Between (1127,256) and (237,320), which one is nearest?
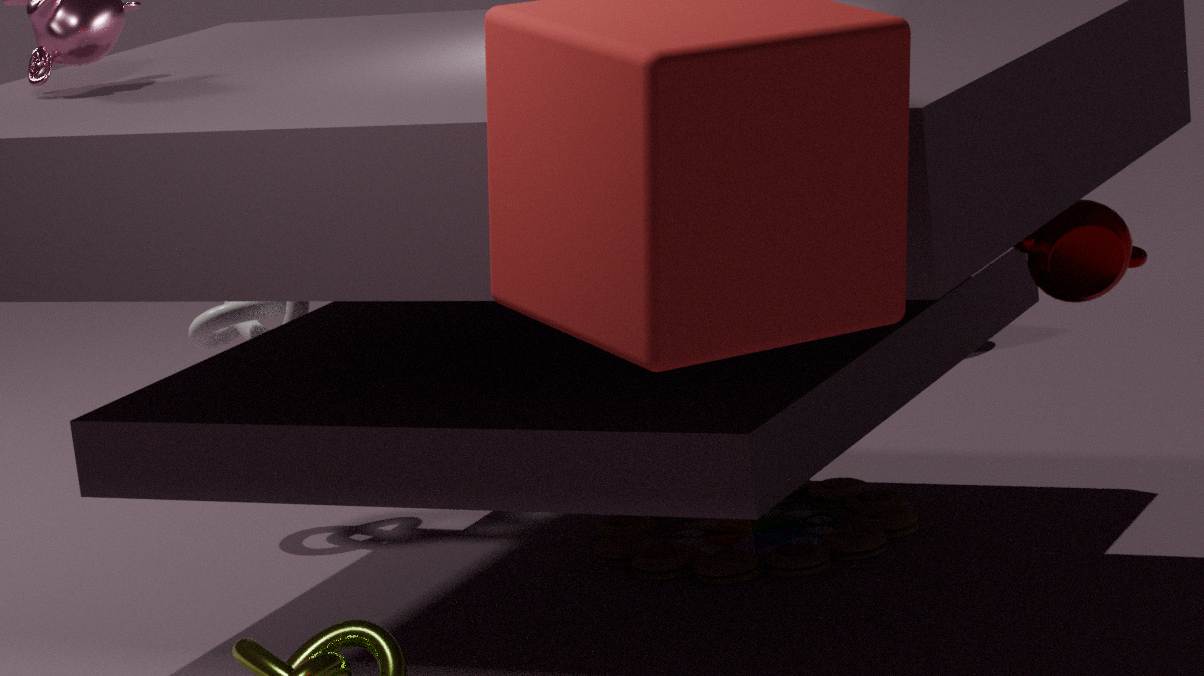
(1127,256)
